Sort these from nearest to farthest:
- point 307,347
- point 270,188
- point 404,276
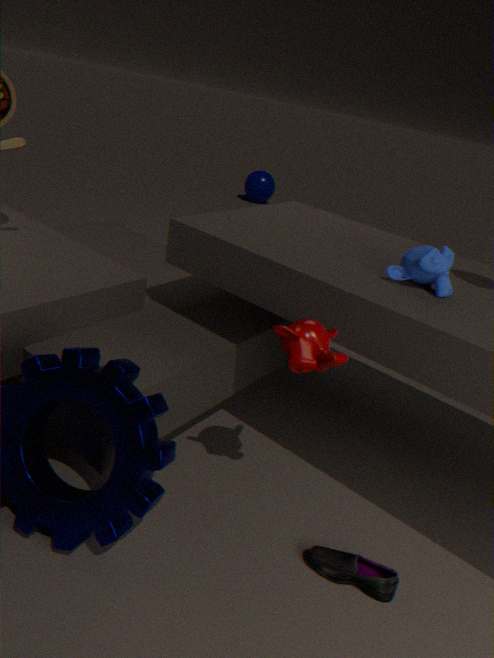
1. point 307,347
2. point 404,276
3. point 270,188
